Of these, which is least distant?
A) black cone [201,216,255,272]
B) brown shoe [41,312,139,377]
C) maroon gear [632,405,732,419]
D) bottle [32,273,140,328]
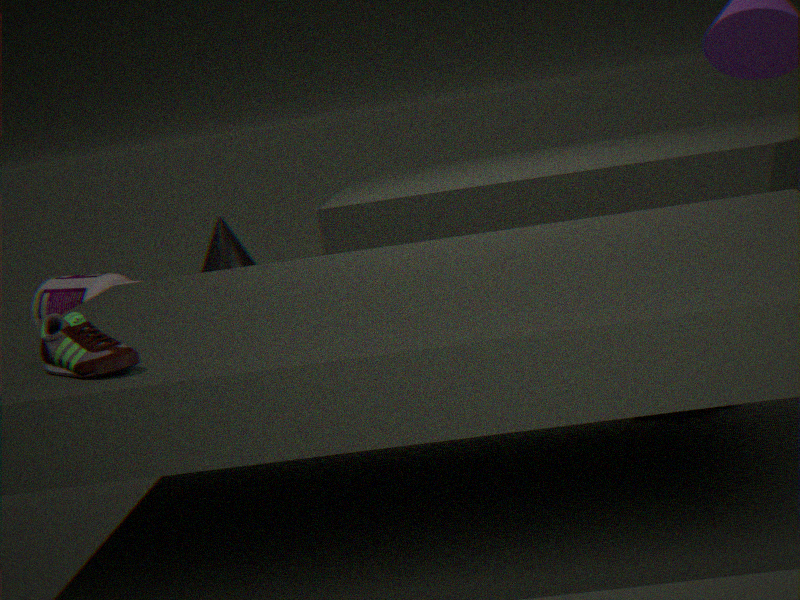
brown shoe [41,312,139,377]
